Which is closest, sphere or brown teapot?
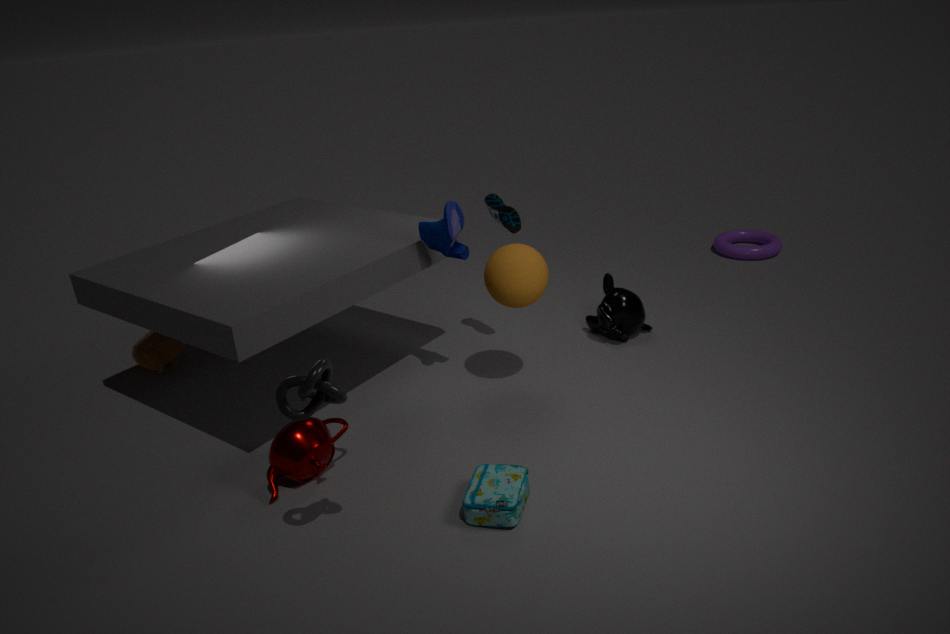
sphere
